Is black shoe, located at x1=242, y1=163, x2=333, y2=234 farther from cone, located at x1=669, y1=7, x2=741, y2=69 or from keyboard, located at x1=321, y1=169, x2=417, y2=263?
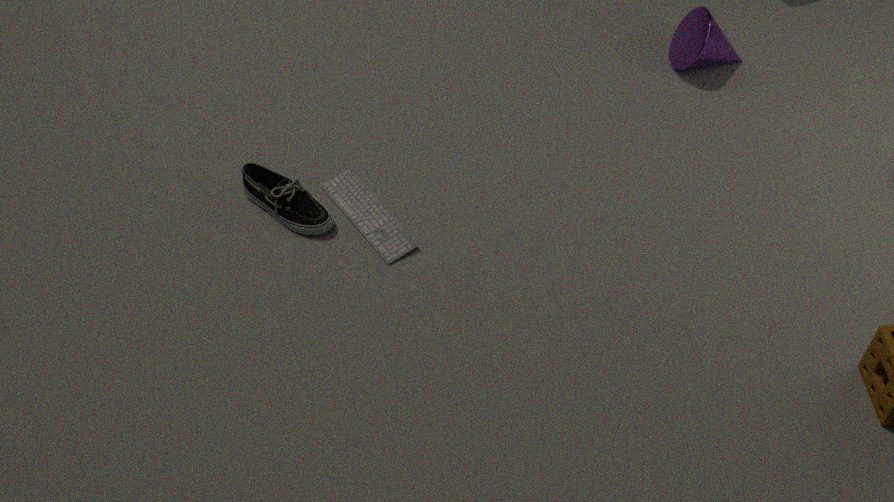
cone, located at x1=669, y1=7, x2=741, y2=69
